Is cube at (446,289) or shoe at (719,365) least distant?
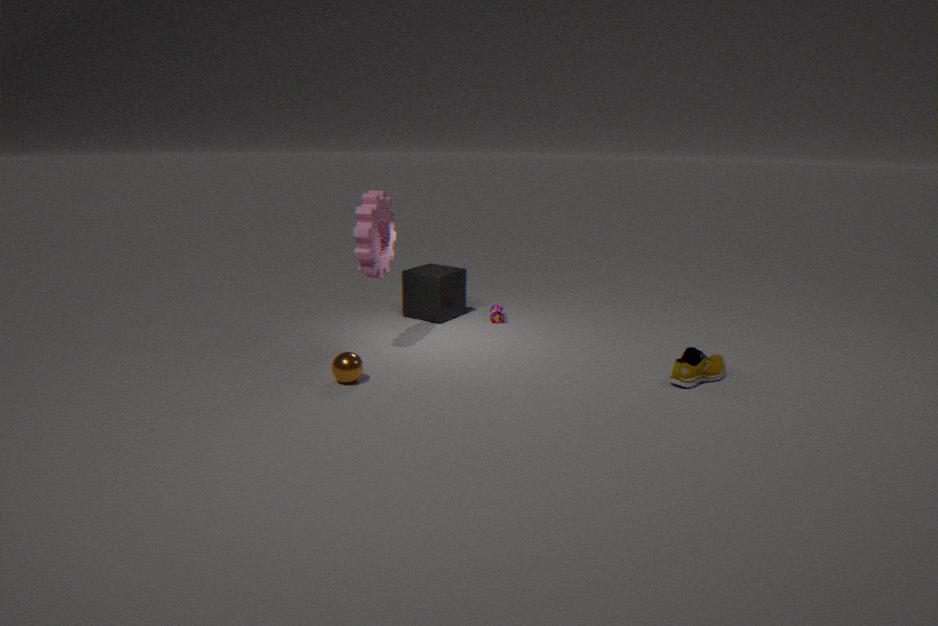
shoe at (719,365)
